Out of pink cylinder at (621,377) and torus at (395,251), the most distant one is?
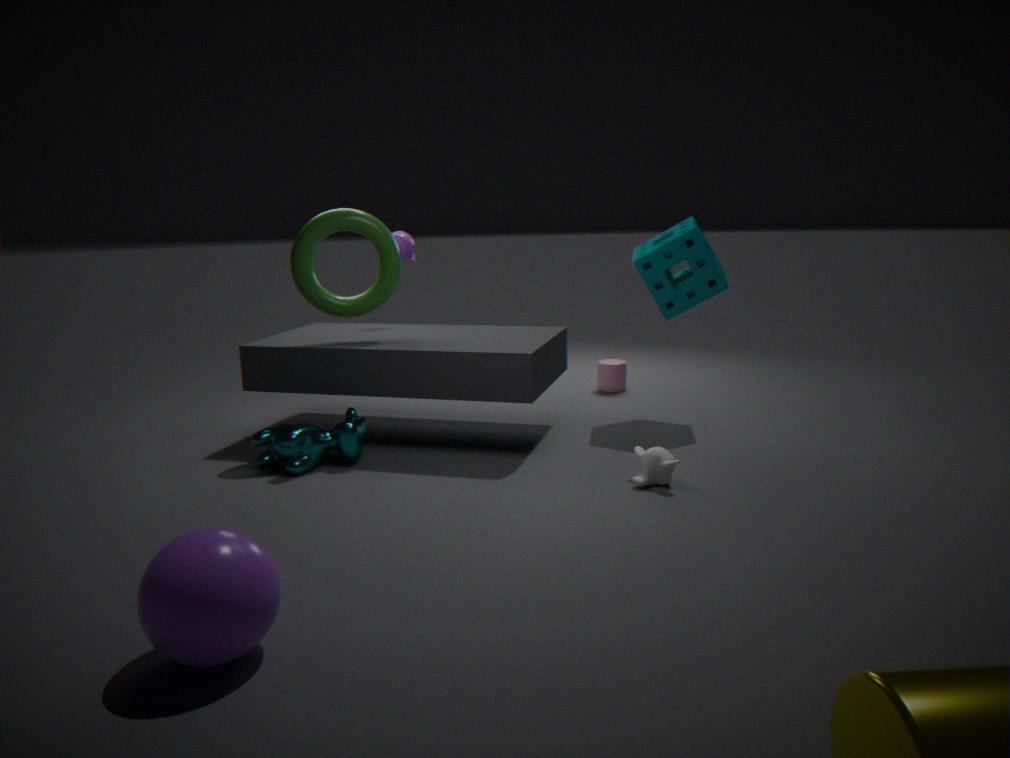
pink cylinder at (621,377)
